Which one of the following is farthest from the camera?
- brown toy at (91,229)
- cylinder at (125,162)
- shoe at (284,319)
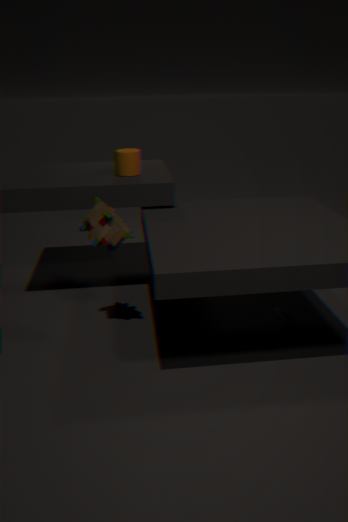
cylinder at (125,162)
